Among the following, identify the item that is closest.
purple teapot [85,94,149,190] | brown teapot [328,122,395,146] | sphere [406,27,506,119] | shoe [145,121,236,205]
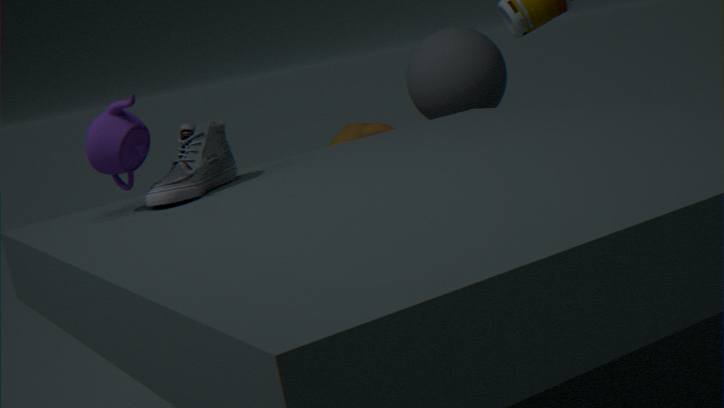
purple teapot [85,94,149,190]
